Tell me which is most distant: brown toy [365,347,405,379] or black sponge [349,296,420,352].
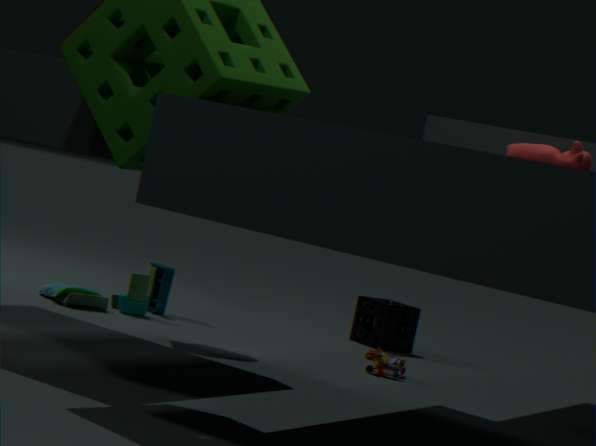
black sponge [349,296,420,352]
